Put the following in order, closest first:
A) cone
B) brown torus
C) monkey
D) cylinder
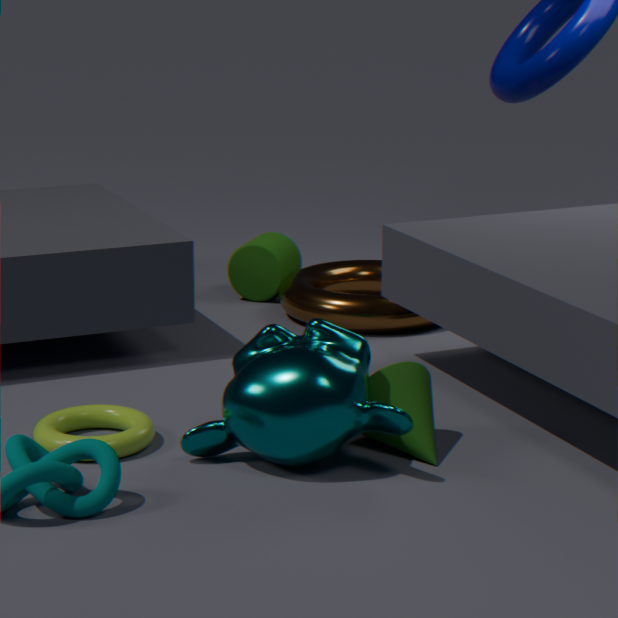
monkey → cone → brown torus → cylinder
